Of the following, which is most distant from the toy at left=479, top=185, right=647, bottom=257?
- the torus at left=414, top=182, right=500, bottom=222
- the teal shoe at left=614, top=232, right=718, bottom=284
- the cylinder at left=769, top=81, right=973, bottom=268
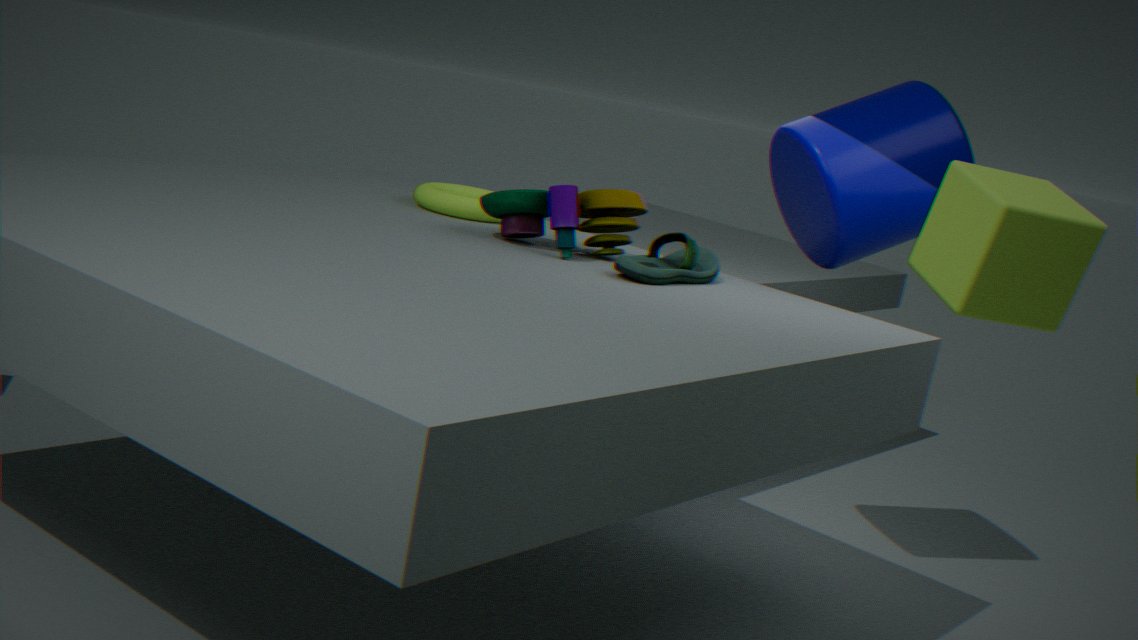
the cylinder at left=769, top=81, right=973, bottom=268
